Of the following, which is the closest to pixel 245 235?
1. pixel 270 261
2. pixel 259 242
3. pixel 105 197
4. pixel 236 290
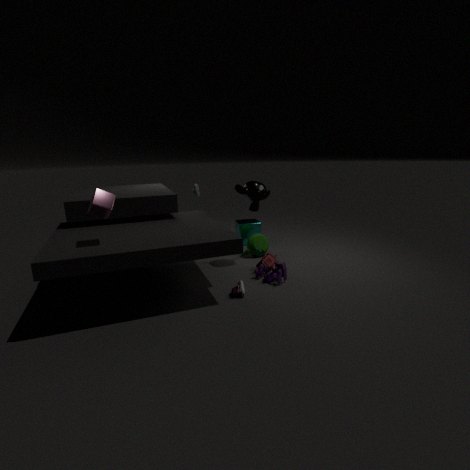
pixel 259 242
